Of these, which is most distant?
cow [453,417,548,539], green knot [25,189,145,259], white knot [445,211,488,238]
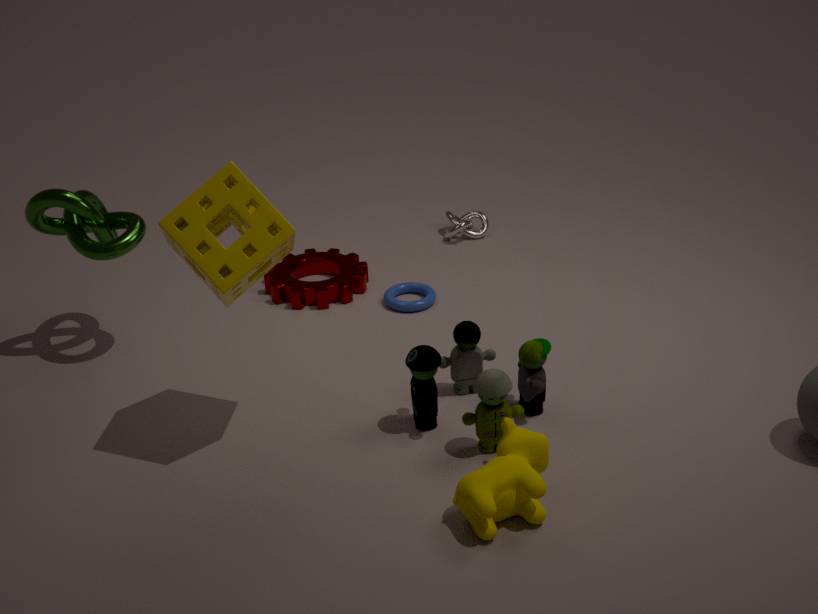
white knot [445,211,488,238]
